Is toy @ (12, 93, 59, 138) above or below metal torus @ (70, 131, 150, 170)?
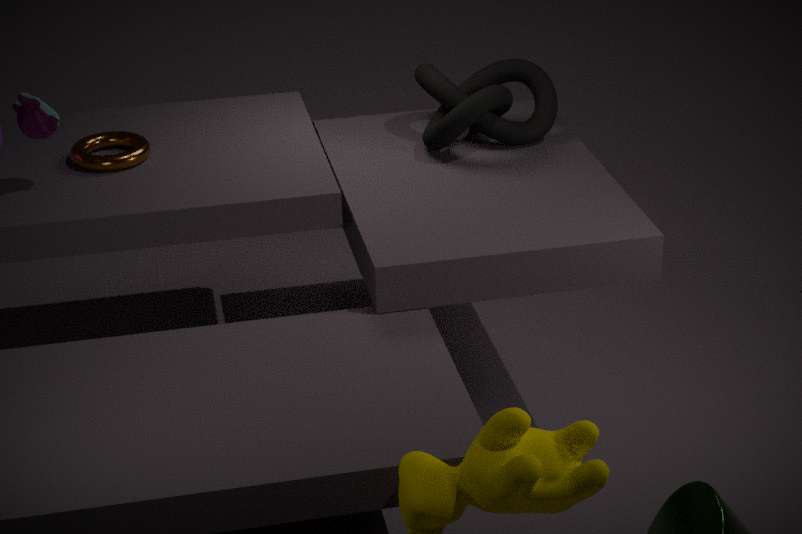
above
